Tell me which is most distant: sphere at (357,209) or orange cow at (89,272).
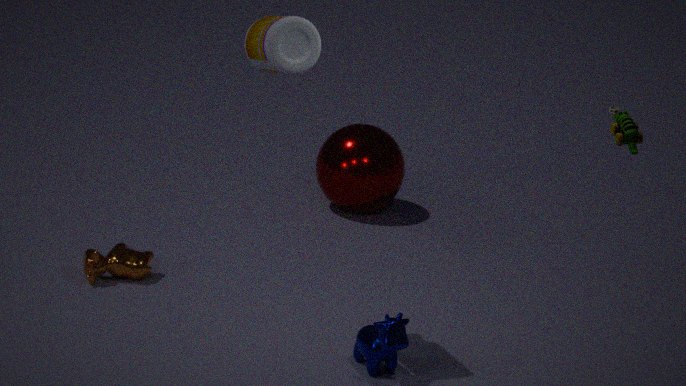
sphere at (357,209)
